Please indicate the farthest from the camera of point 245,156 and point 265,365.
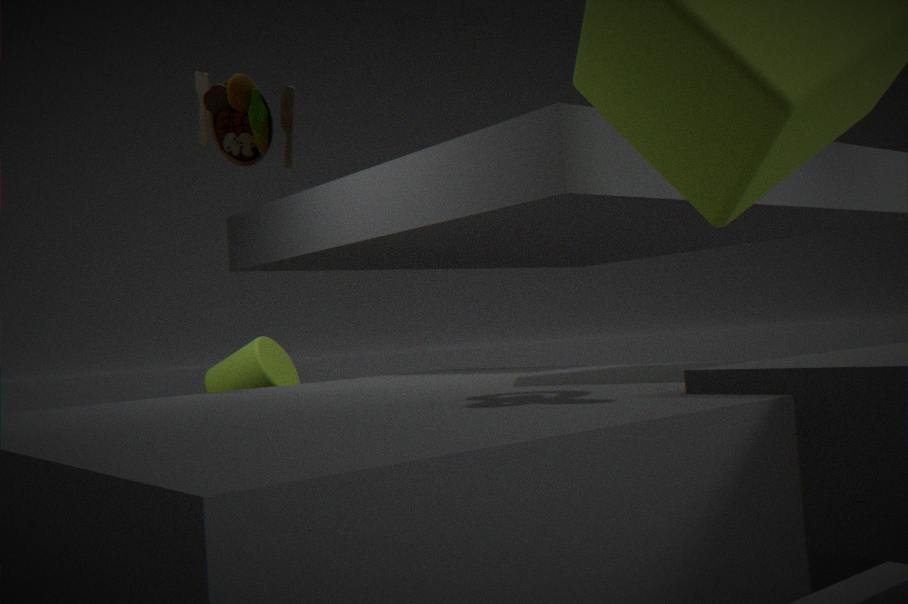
point 265,365
